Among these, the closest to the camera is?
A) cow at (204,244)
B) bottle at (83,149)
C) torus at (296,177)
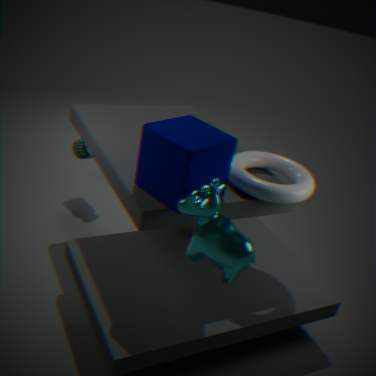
cow at (204,244)
